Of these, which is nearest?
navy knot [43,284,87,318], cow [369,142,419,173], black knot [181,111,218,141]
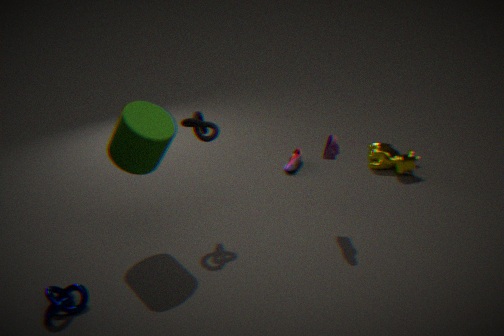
navy knot [43,284,87,318]
